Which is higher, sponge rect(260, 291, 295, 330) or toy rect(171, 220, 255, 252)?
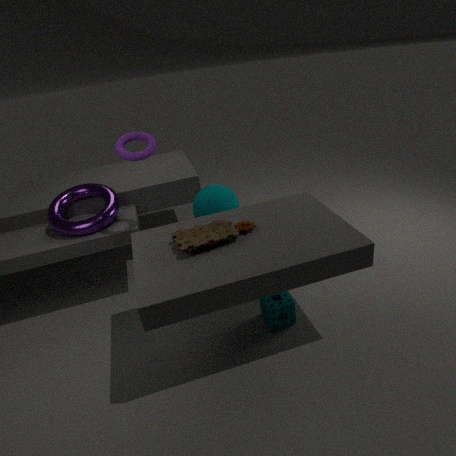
toy rect(171, 220, 255, 252)
